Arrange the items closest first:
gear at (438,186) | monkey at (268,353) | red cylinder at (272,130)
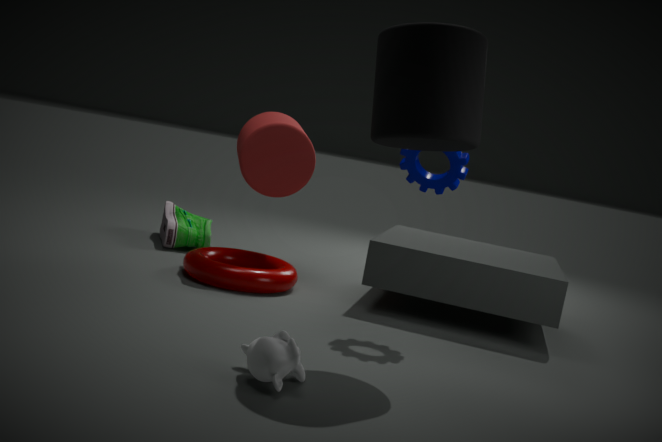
monkey at (268,353), gear at (438,186), red cylinder at (272,130)
